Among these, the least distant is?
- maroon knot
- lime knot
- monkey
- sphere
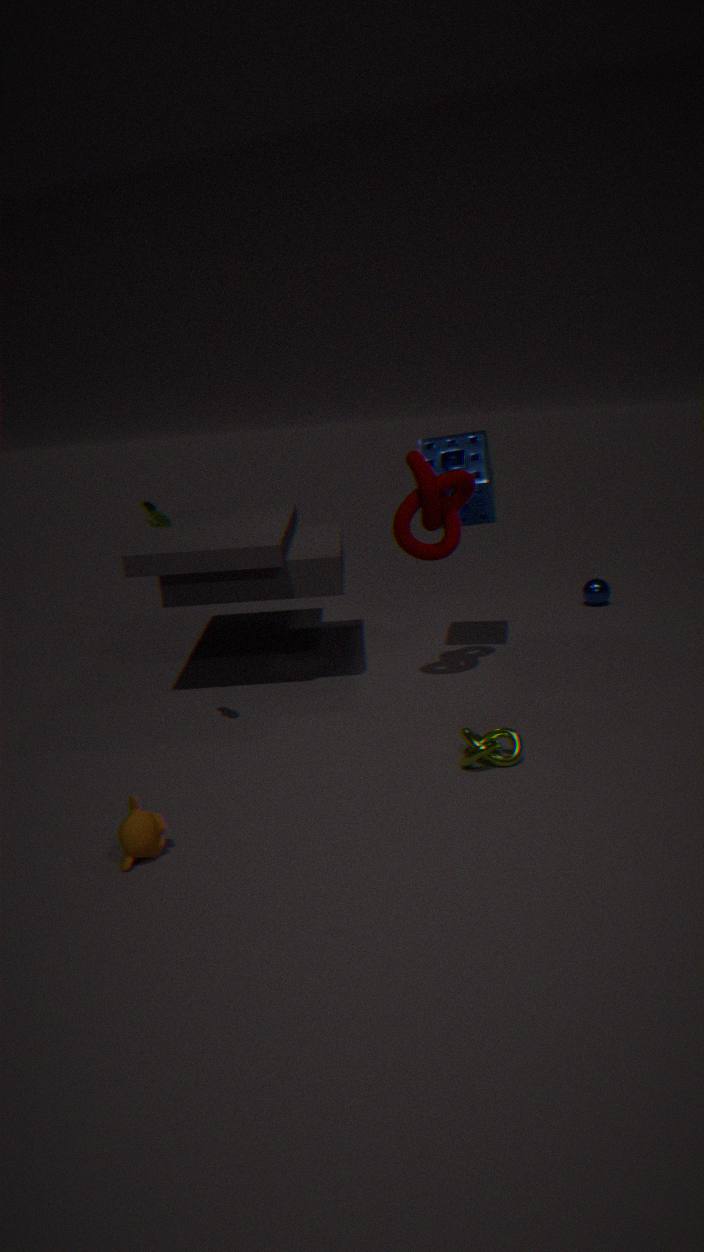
monkey
